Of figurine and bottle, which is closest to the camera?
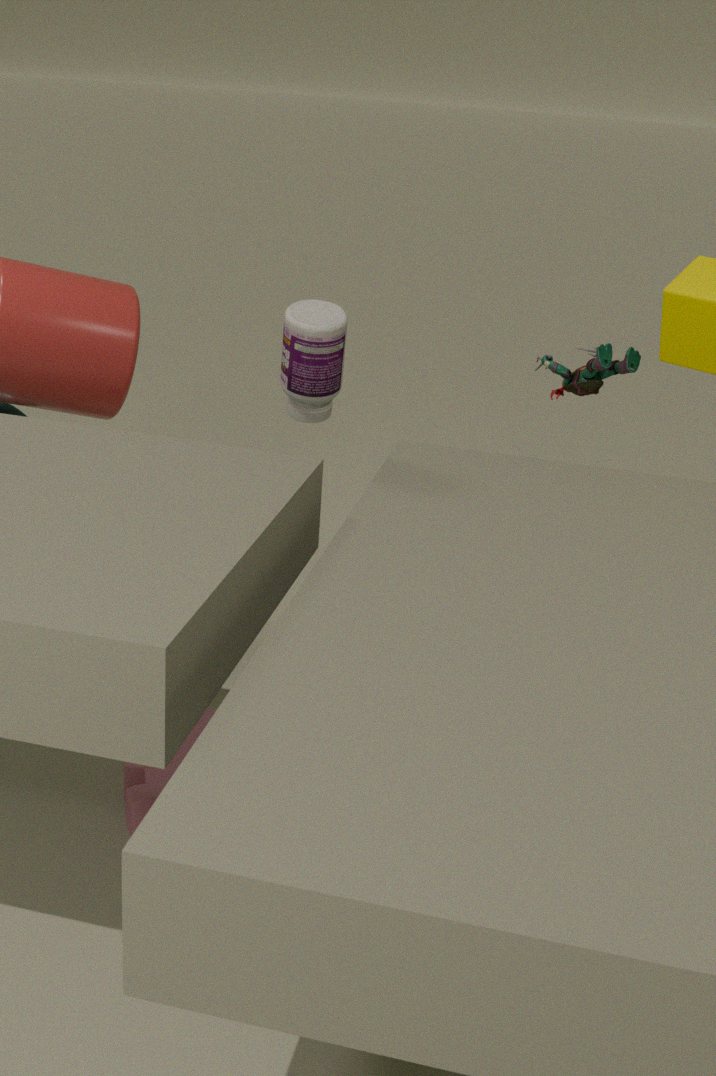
bottle
